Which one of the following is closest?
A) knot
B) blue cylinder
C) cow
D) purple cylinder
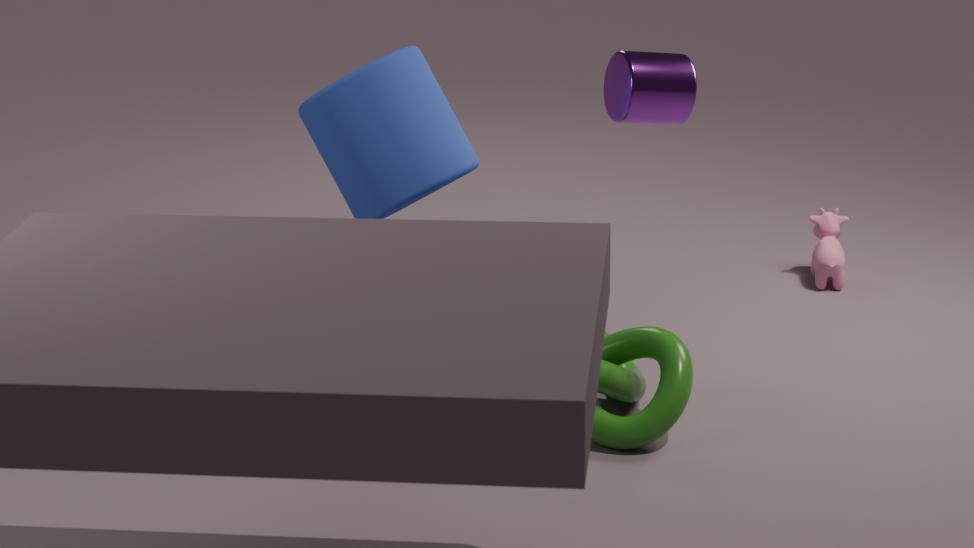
purple cylinder
